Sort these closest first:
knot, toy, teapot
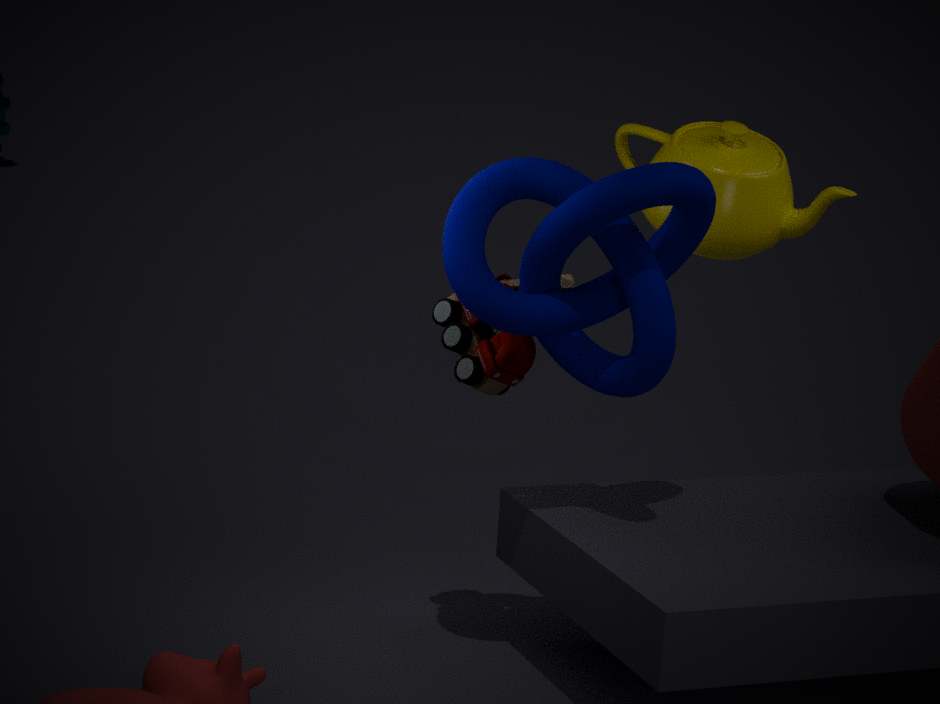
knot
toy
teapot
